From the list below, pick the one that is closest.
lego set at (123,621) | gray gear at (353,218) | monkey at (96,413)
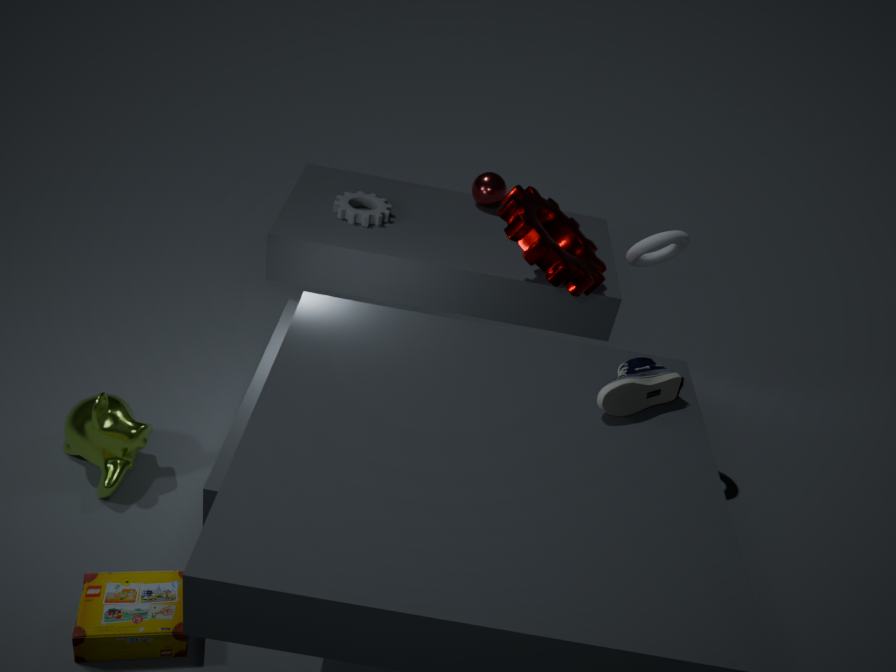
lego set at (123,621)
